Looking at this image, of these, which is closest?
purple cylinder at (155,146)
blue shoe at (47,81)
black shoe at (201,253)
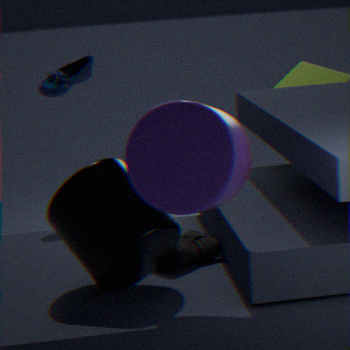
purple cylinder at (155,146)
